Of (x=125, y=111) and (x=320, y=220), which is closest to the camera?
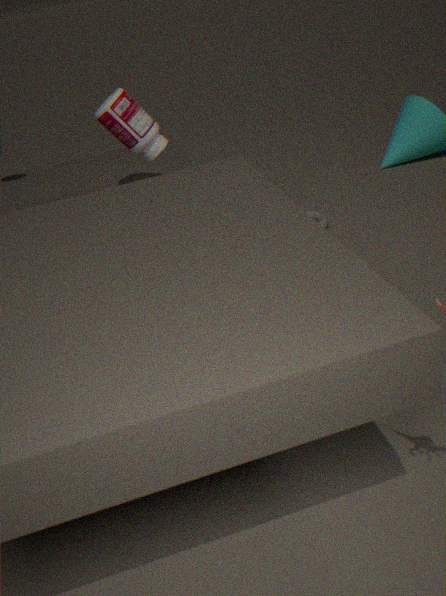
(x=125, y=111)
